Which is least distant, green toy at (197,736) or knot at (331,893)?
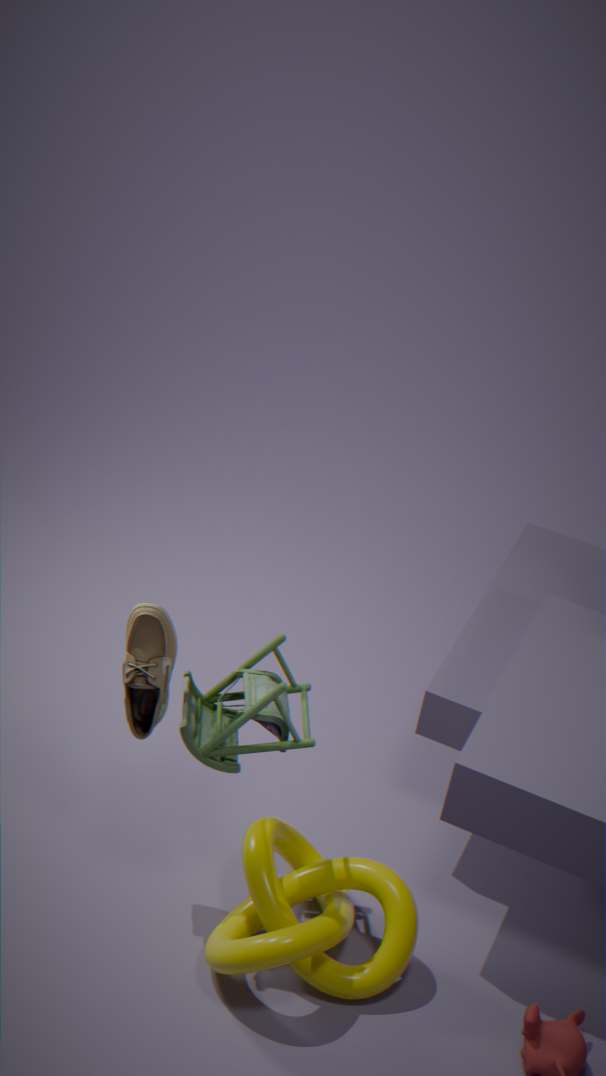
green toy at (197,736)
